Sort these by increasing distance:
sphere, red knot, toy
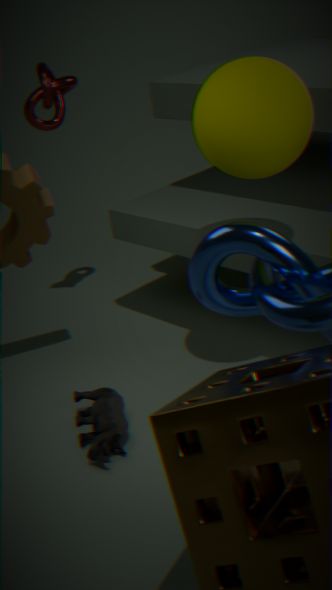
sphere < toy < red knot
